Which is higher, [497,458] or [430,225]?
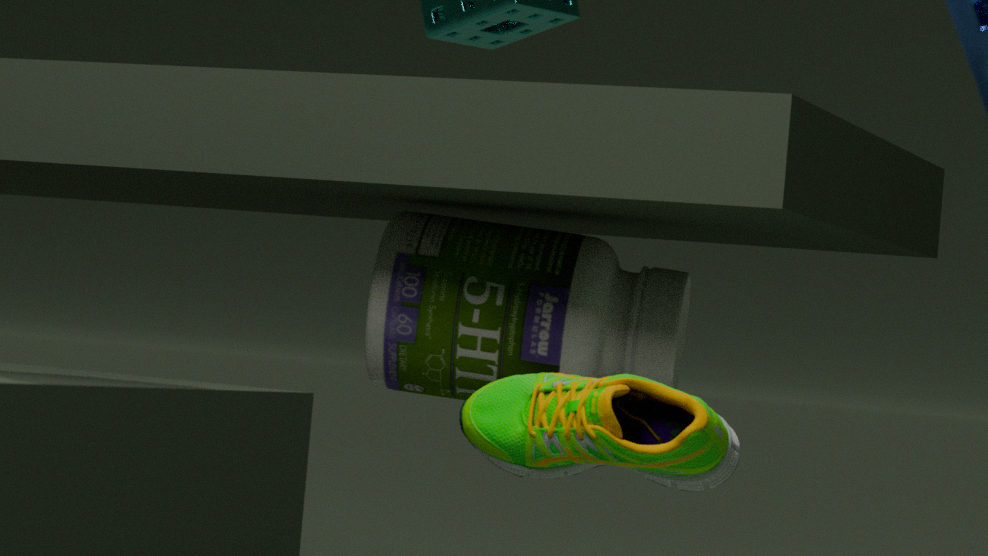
[430,225]
